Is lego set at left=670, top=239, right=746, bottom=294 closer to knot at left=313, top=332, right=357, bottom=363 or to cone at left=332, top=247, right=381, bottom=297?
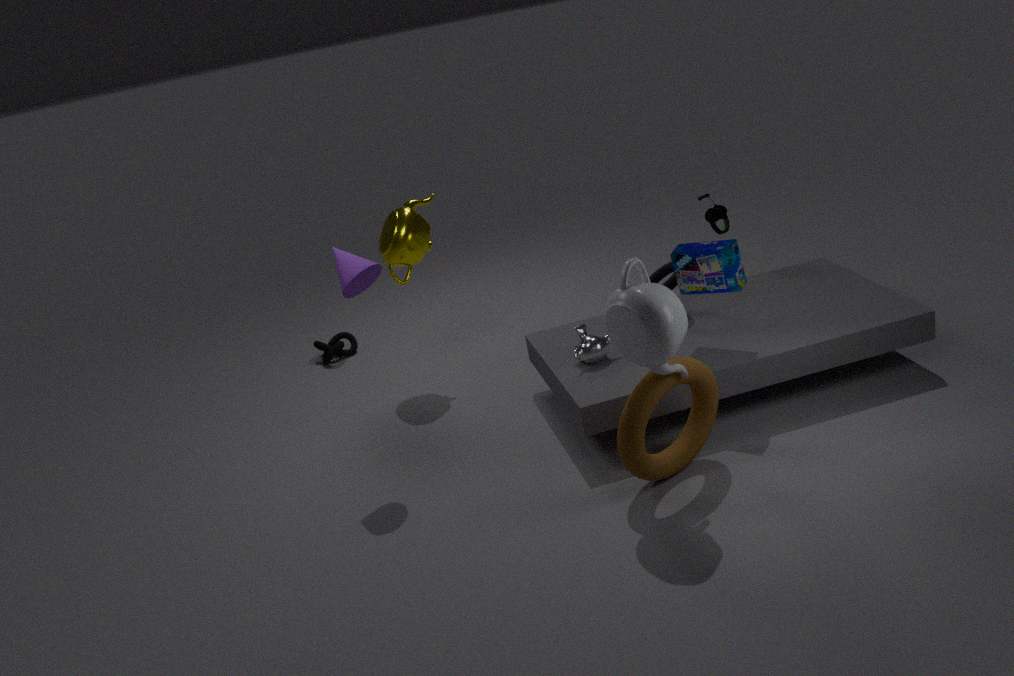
cone at left=332, top=247, right=381, bottom=297
